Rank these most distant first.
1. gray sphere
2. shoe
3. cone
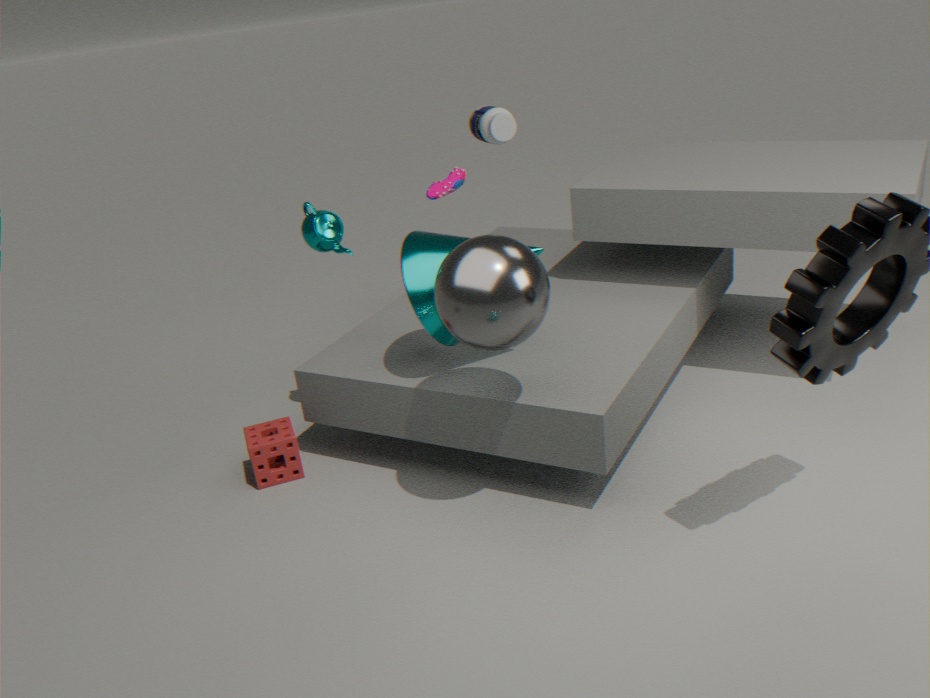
shoe → cone → gray sphere
